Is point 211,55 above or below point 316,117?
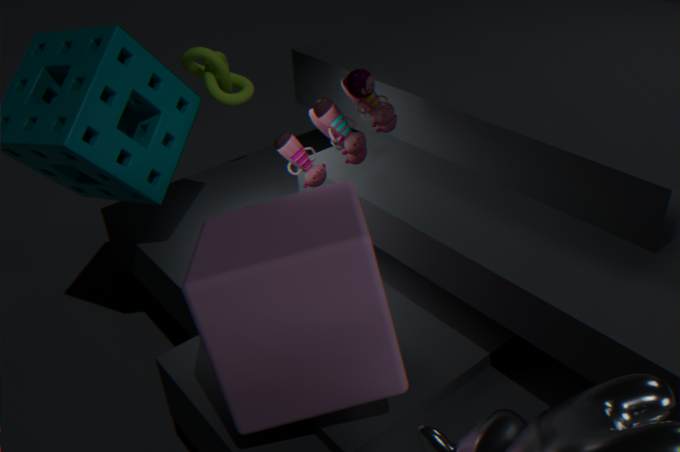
below
